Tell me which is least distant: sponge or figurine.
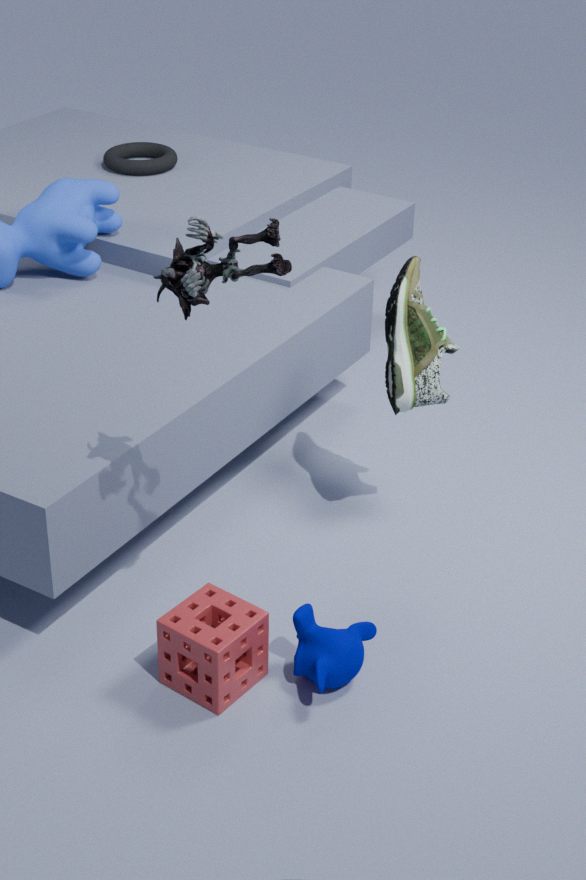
figurine
